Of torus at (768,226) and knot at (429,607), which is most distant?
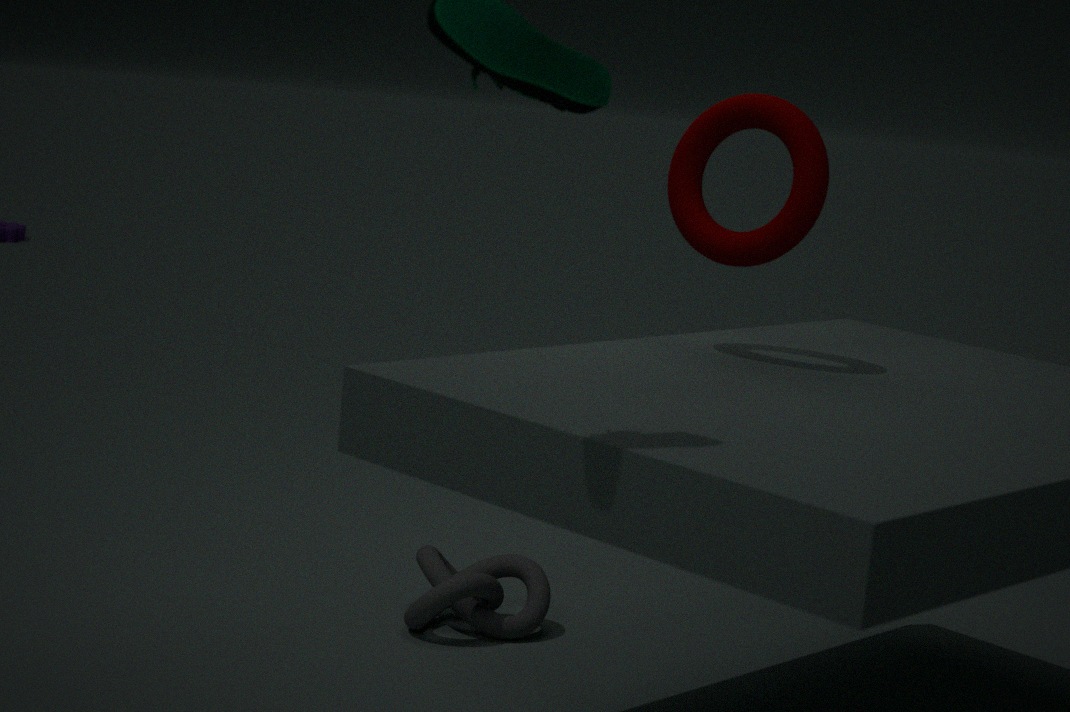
knot at (429,607)
